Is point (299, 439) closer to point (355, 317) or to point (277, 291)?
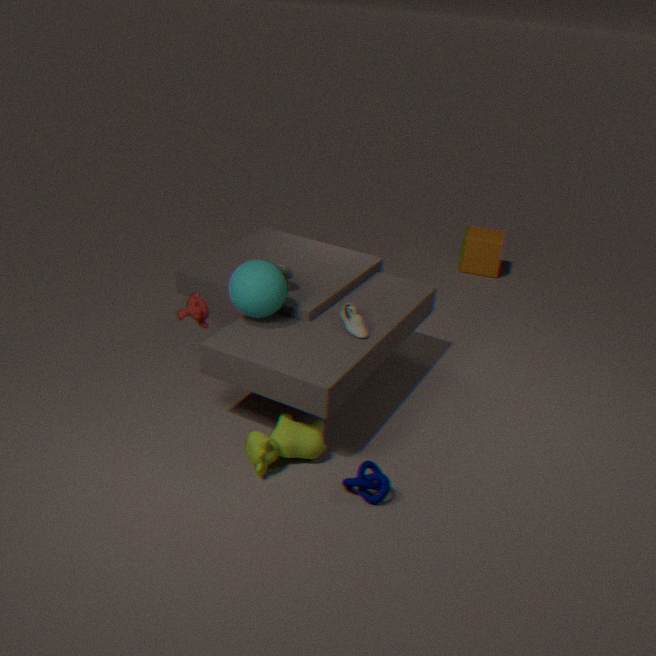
point (355, 317)
